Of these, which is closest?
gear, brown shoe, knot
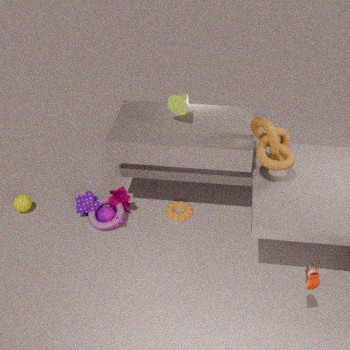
brown shoe
